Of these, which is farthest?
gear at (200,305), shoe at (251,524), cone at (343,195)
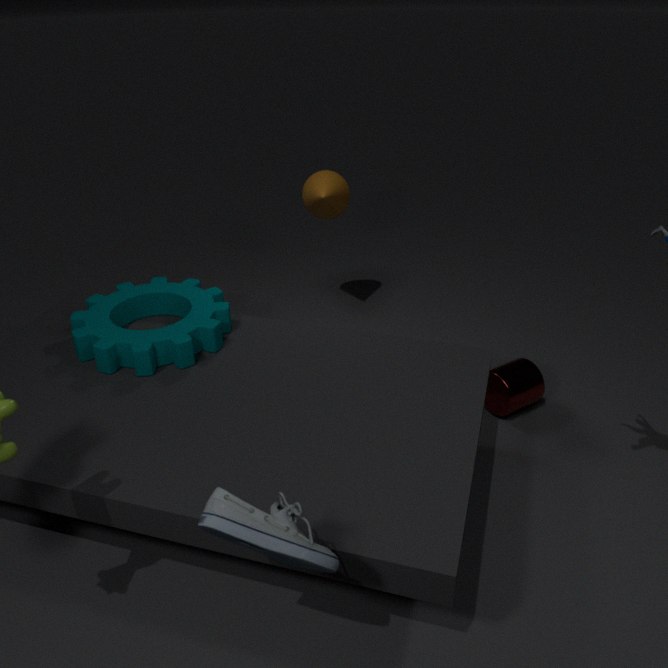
cone at (343,195)
